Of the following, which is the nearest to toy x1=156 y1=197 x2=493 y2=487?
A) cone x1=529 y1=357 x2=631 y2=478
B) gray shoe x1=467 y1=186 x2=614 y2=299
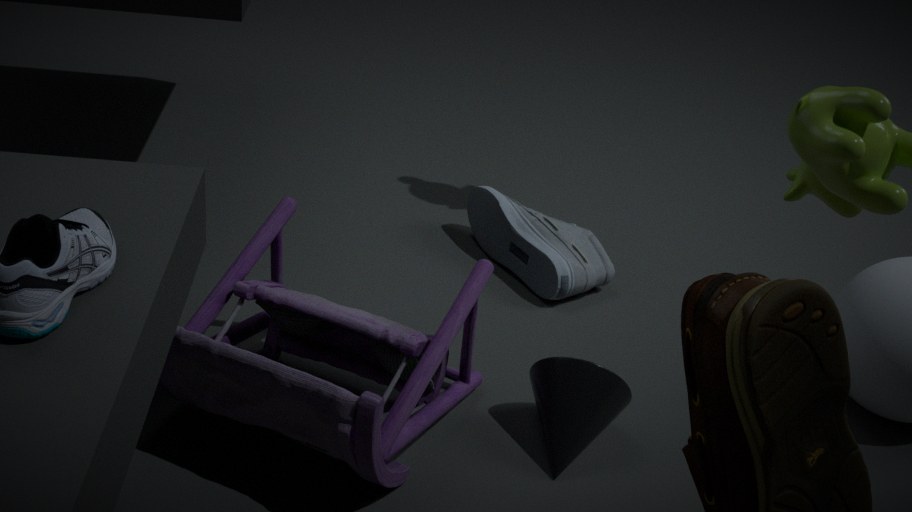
cone x1=529 y1=357 x2=631 y2=478
